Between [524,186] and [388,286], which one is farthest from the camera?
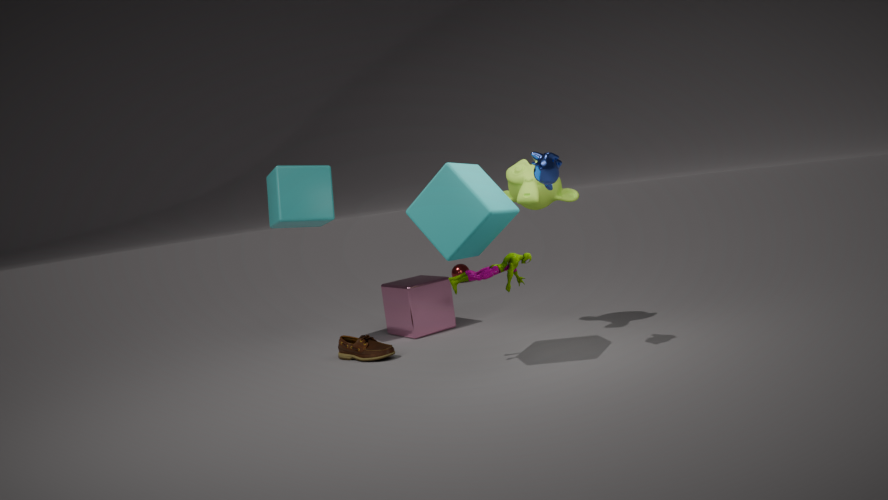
[388,286]
